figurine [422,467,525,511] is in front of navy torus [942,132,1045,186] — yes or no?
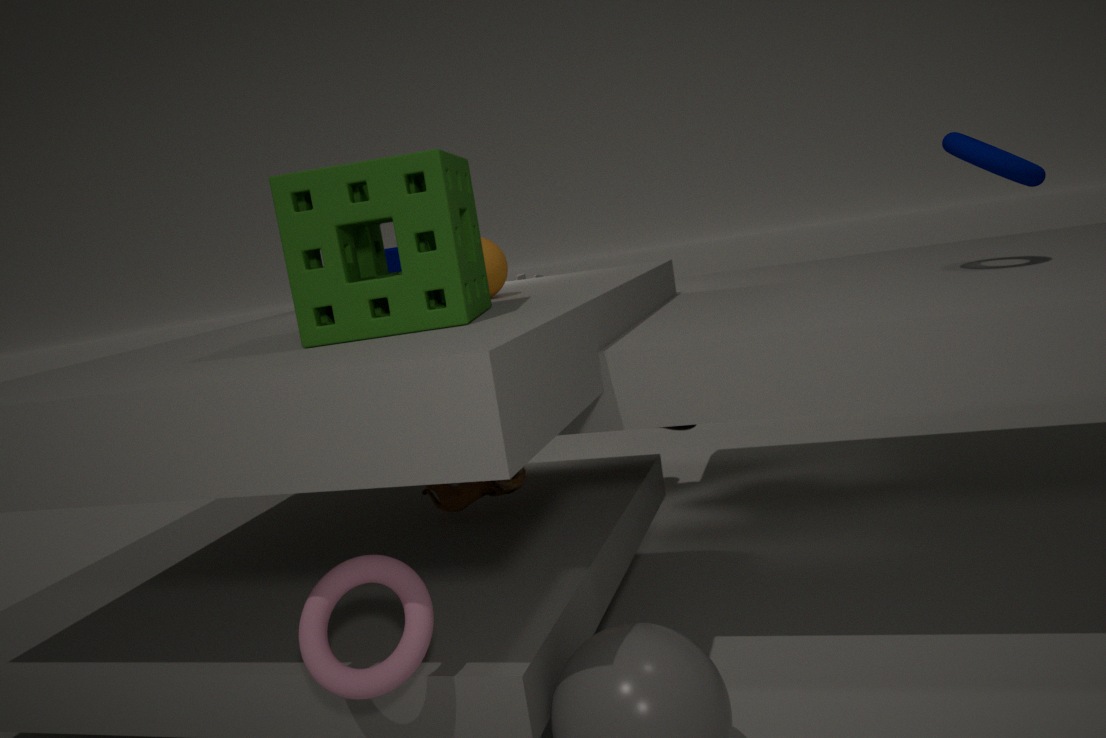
No
